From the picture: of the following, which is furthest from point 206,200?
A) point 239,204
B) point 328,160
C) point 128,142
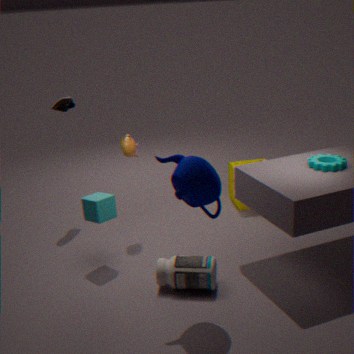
point 239,204
